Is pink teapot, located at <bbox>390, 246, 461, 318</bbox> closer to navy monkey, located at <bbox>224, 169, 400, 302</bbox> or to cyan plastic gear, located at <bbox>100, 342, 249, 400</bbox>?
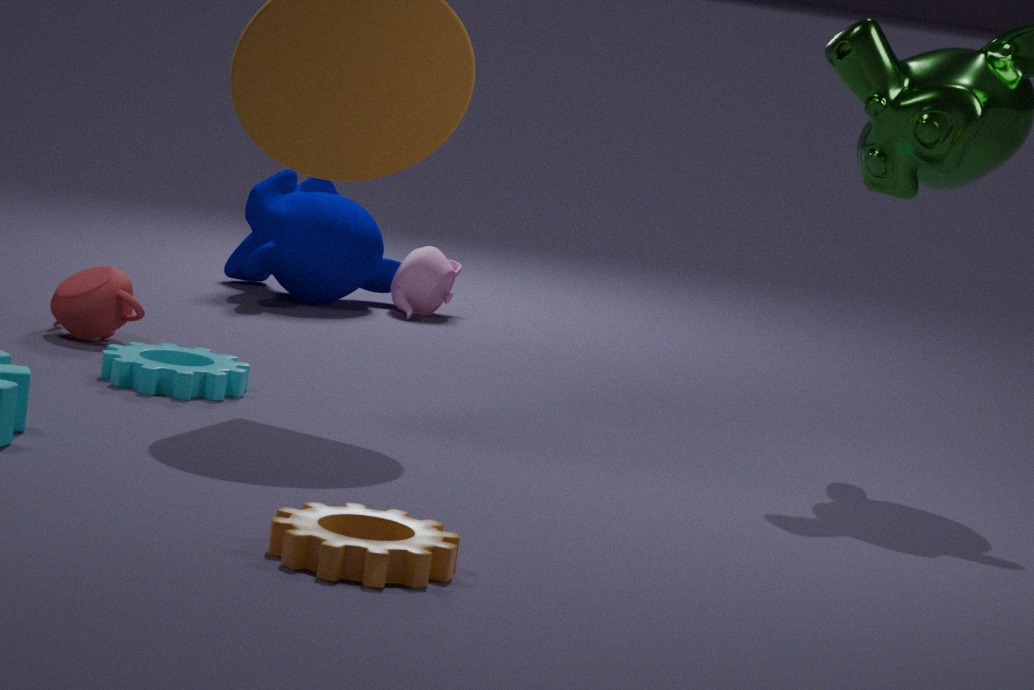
navy monkey, located at <bbox>224, 169, 400, 302</bbox>
